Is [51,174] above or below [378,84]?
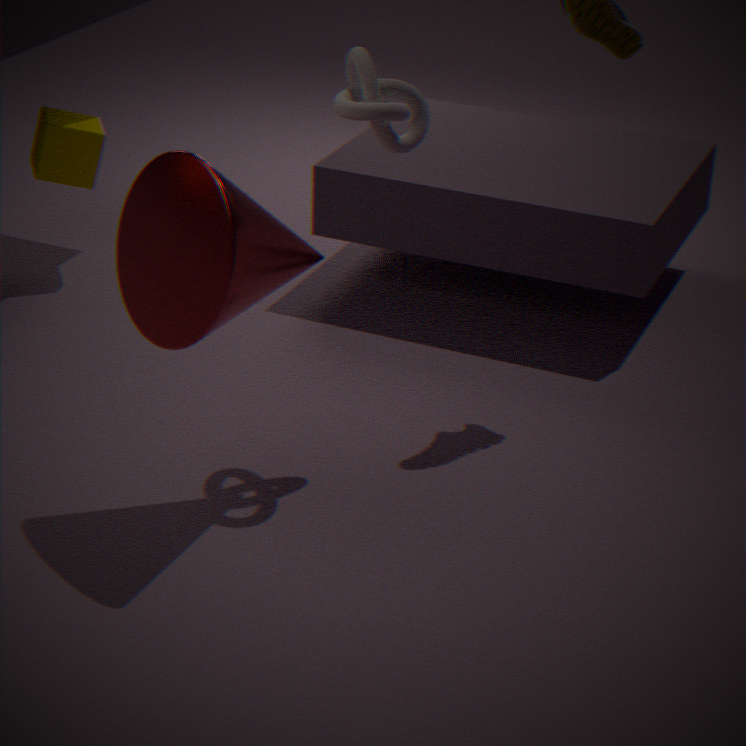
below
